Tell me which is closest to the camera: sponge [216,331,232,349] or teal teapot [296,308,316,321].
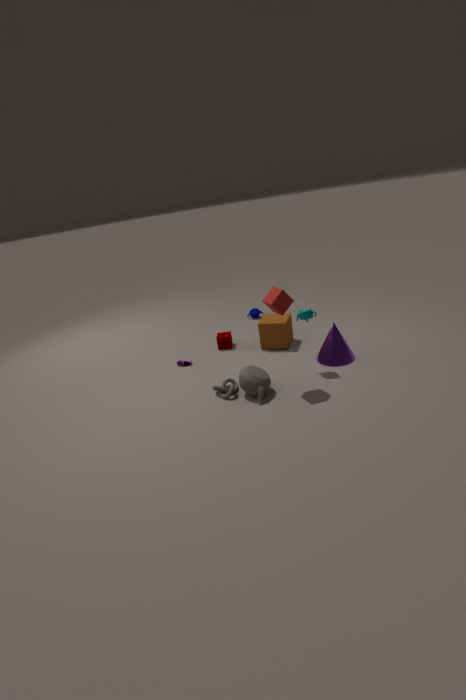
teal teapot [296,308,316,321]
